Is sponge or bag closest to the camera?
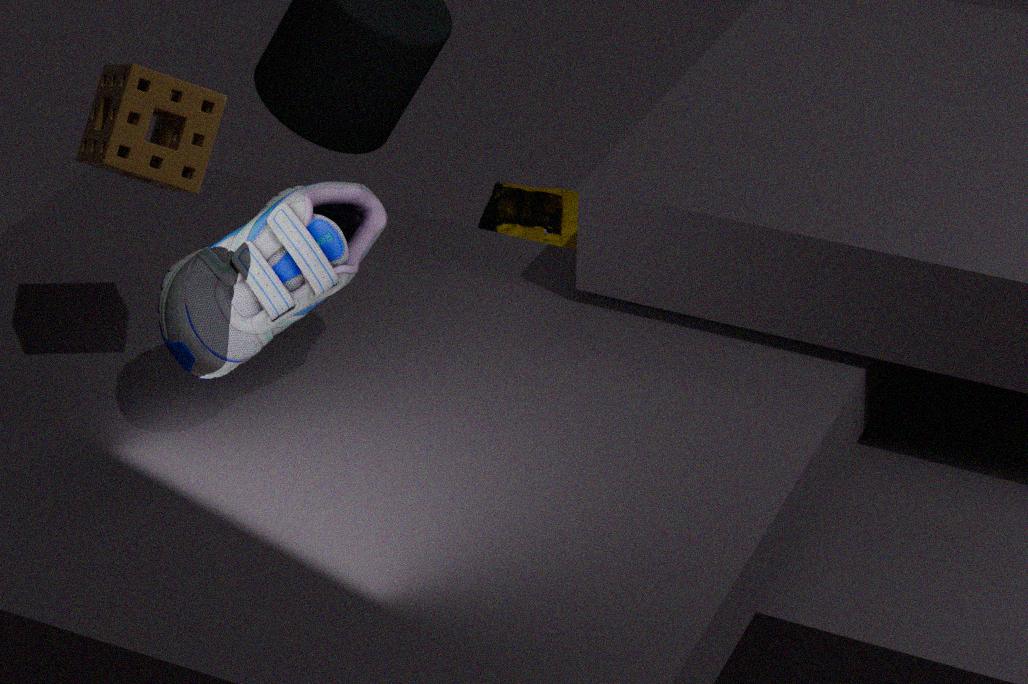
sponge
